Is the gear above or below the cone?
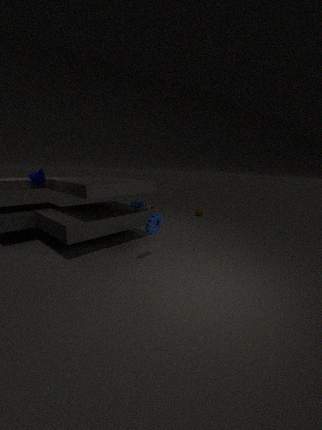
below
